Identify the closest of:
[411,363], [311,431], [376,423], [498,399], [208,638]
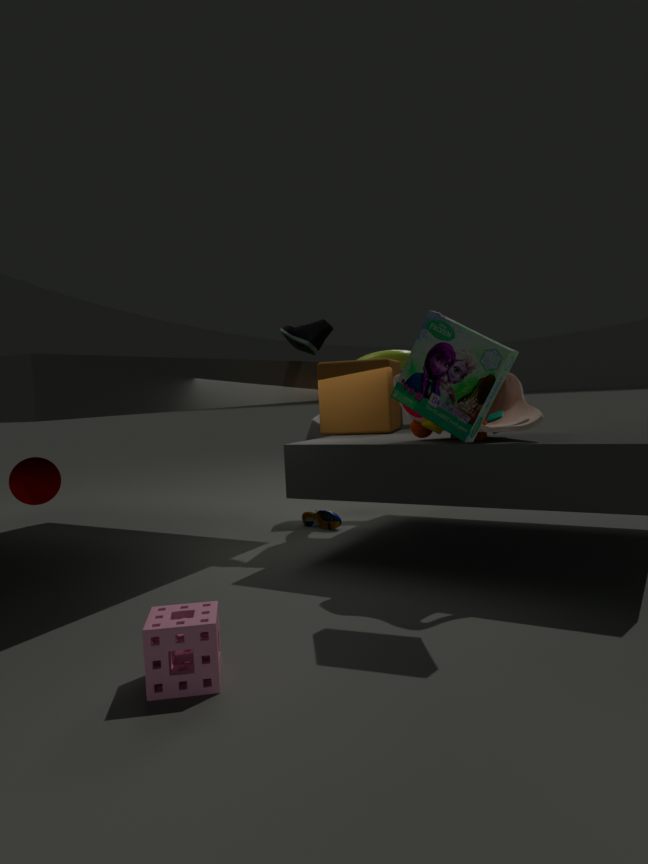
[208,638]
